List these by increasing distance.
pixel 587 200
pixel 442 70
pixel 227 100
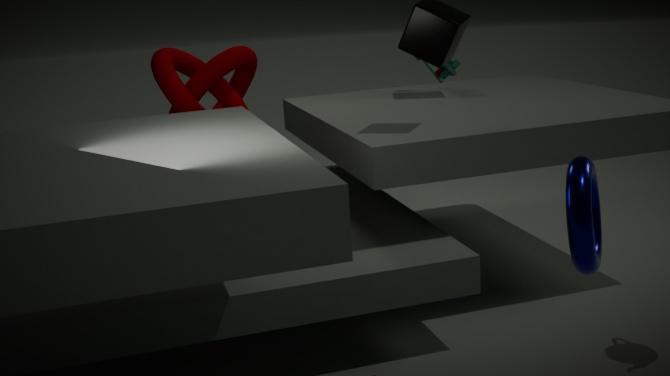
pixel 587 200 < pixel 227 100 < pixel 442 70
